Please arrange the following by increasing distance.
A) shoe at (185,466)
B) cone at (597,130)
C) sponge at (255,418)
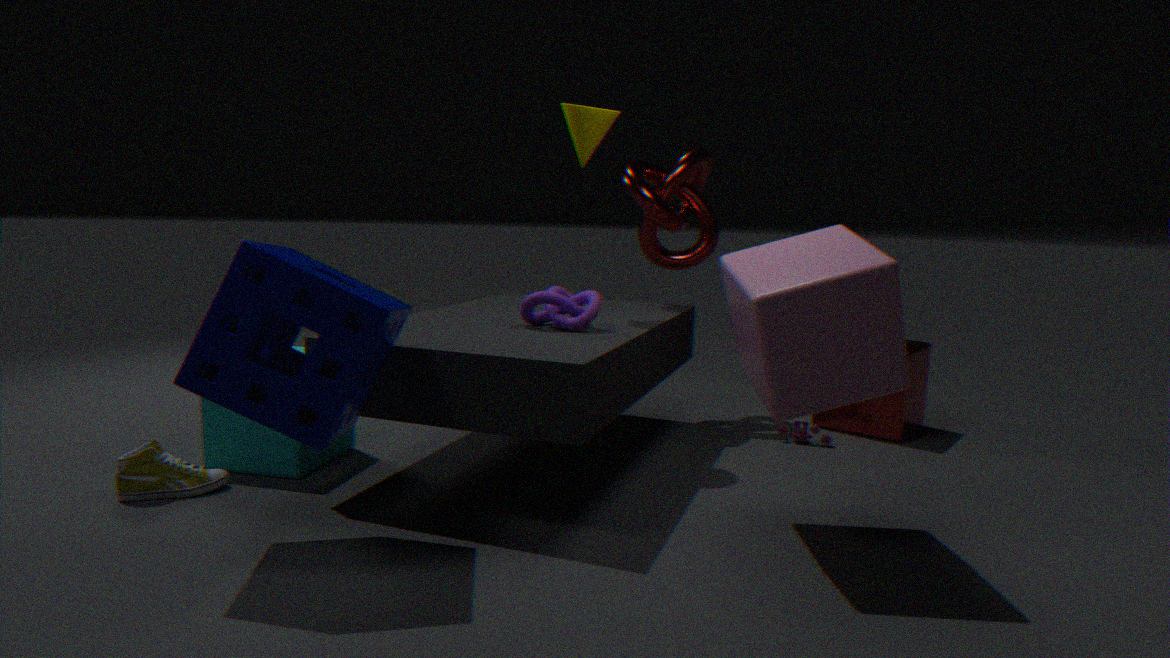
sponge at (255,418) → shoe at (185,466) → cone at (597,130)
